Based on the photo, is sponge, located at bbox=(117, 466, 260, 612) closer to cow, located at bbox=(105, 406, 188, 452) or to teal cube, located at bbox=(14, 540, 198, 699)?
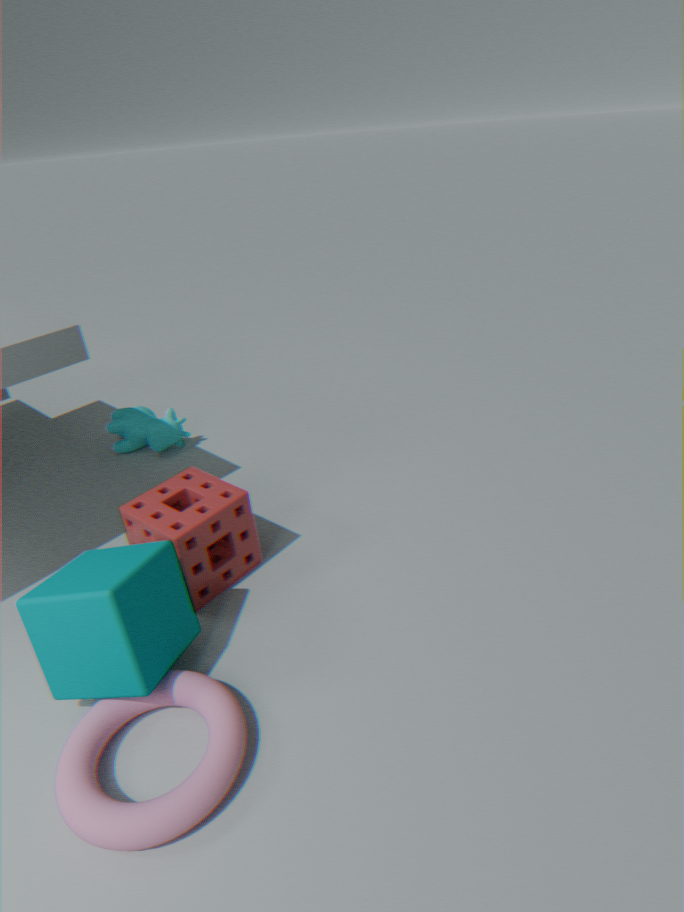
teal cube, located at bbox=(14, 540, 198, 699)
